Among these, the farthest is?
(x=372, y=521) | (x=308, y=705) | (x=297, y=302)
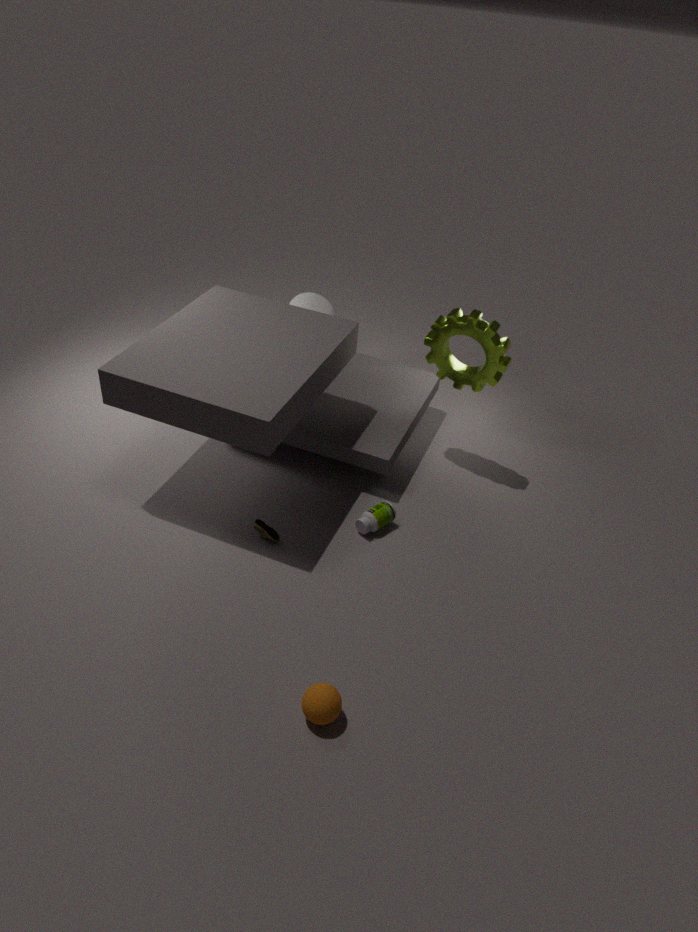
(x=297, y=302)
